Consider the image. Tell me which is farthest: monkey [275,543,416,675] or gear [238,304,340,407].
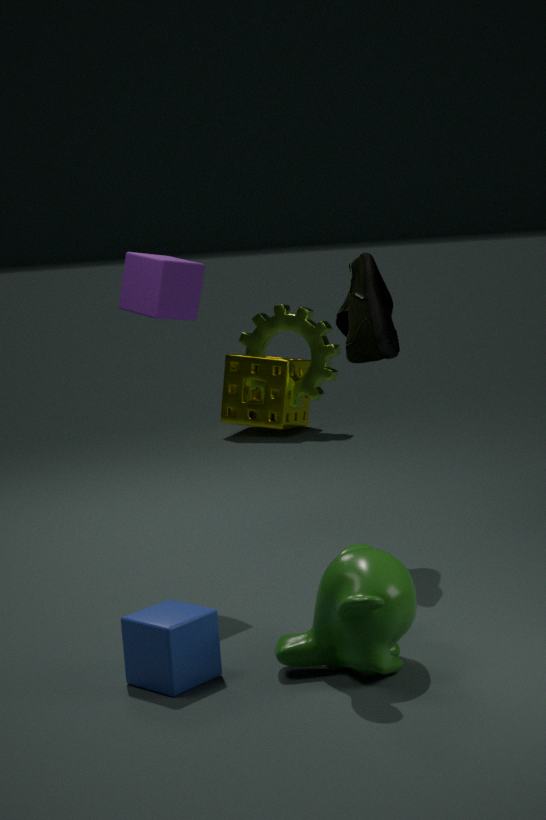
gear [238,304,340,407]
